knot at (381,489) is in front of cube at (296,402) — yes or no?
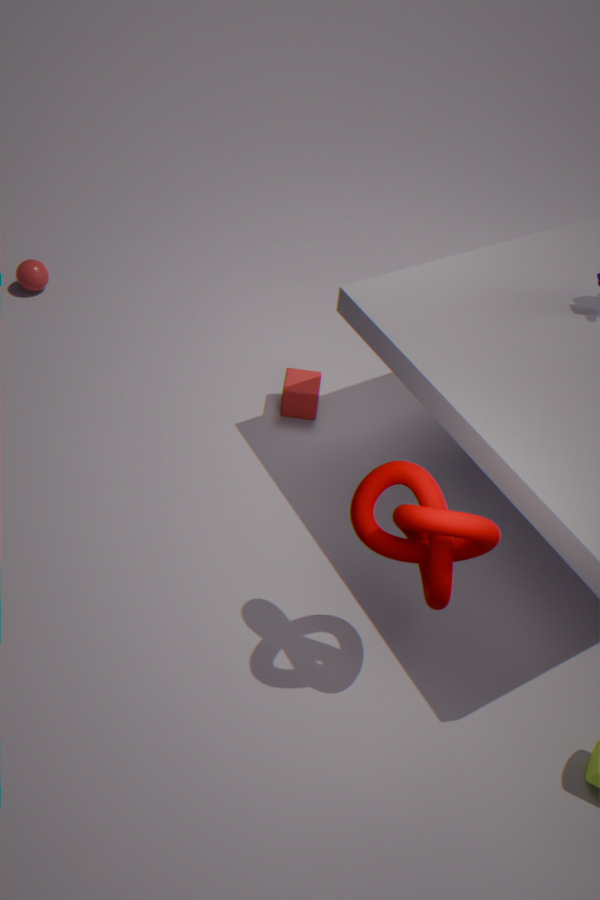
Yes
